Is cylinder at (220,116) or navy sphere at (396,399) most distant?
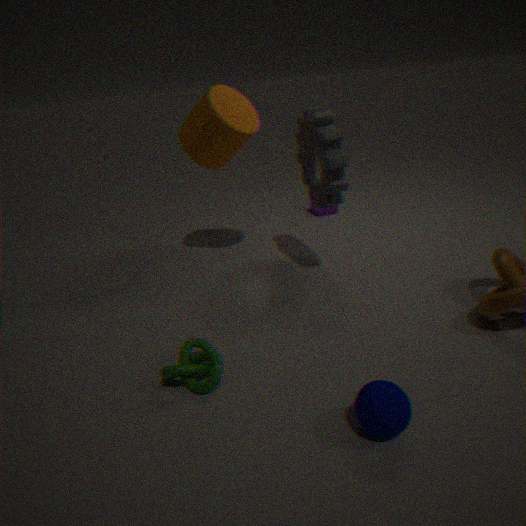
cylinder at (220,116)
